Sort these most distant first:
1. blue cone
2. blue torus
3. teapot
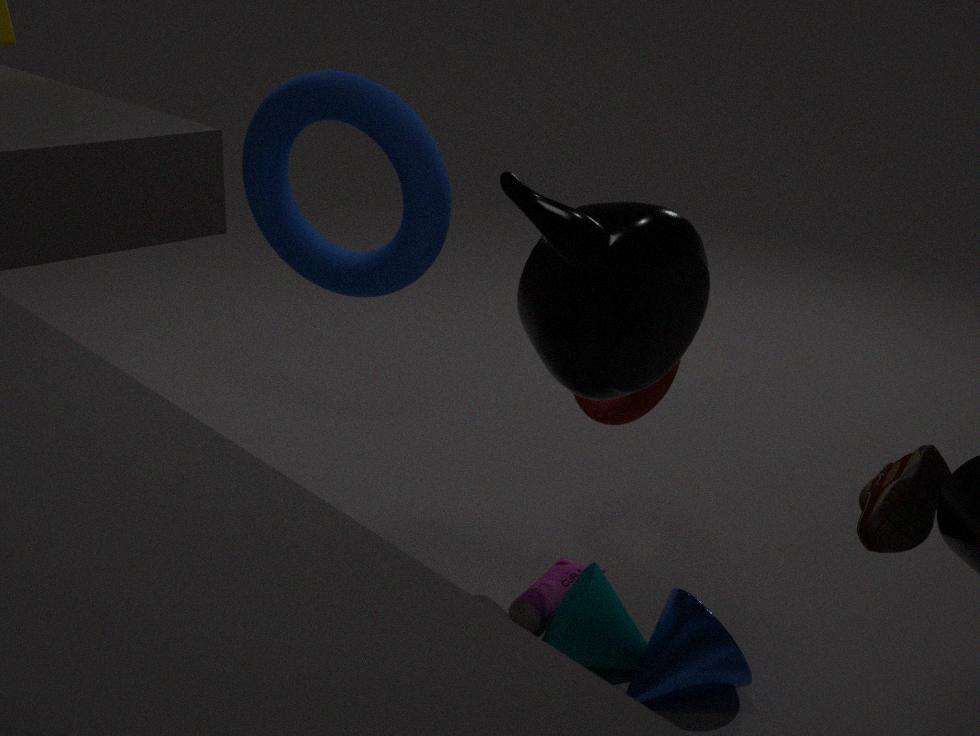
1. blue torus
2. blue cone
3. teapot
